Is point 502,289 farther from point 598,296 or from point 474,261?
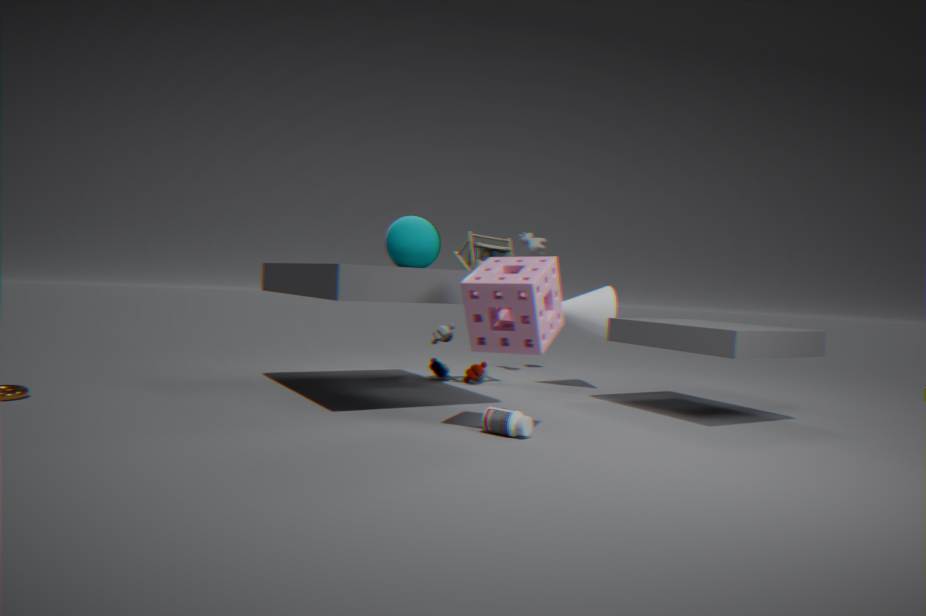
point 598,296
